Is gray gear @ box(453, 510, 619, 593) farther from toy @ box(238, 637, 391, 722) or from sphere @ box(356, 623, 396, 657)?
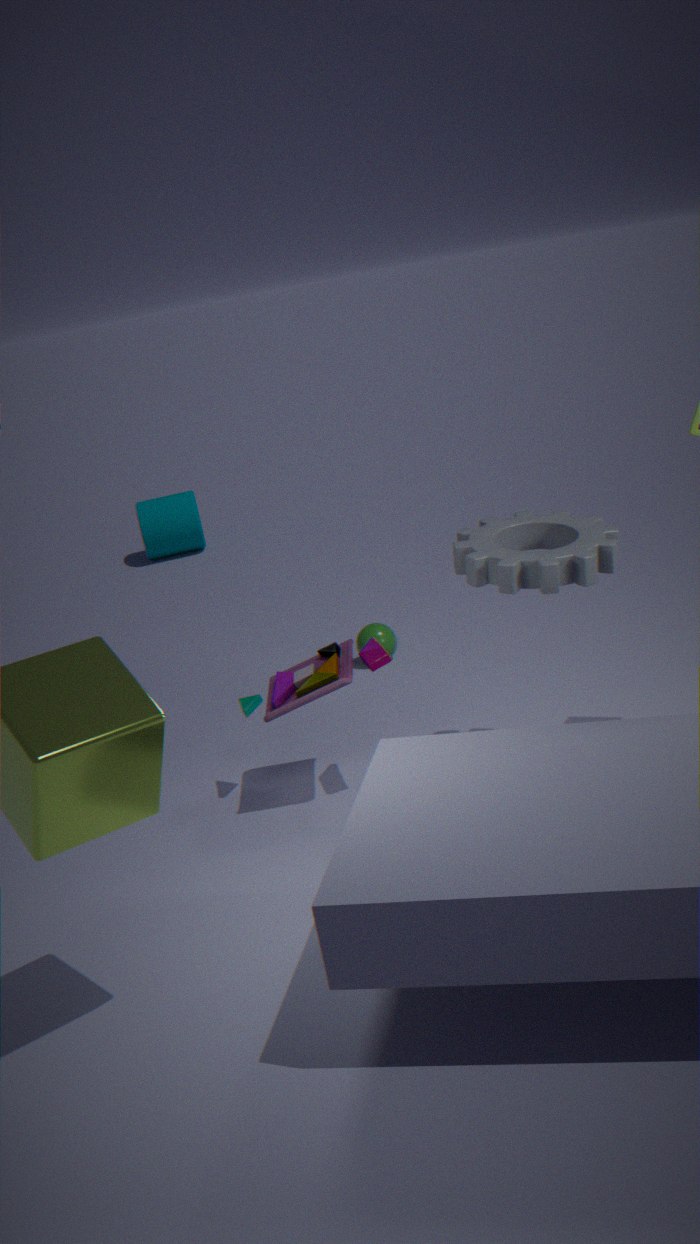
sphere @ box(356, 623, 396, 657)
